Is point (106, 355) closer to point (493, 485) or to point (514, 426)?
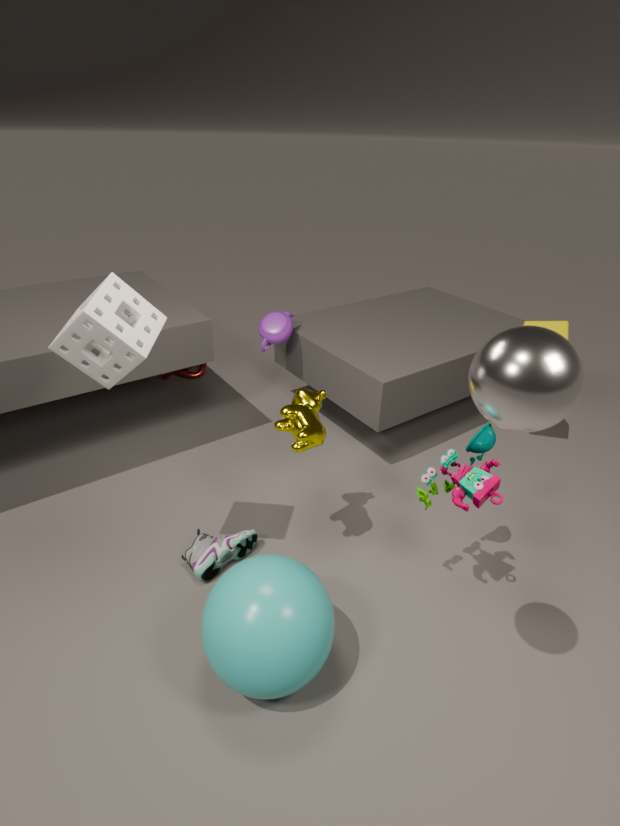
point (514, 426)
